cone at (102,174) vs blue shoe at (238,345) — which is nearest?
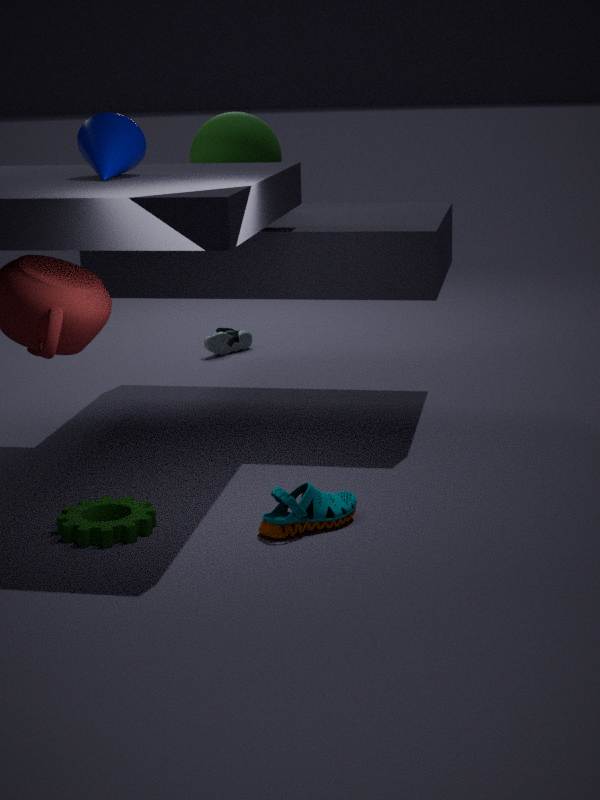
cone at (102,174)
